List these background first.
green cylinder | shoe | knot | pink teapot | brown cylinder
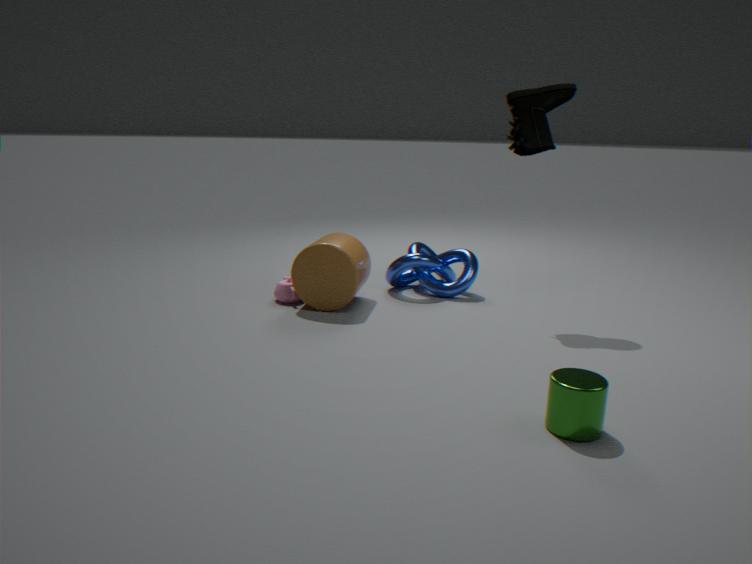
knot < pink teapot < brown cylinder < shoe < green cylinder
